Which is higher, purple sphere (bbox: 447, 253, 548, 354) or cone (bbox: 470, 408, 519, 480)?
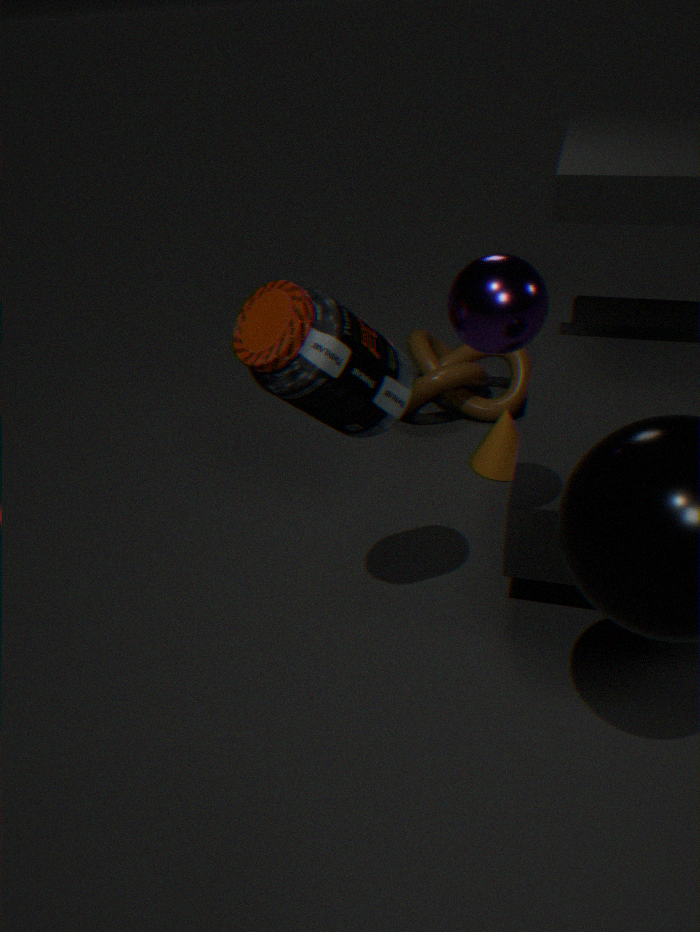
purple sphere (bbox: 447, 253, 548, 354)
